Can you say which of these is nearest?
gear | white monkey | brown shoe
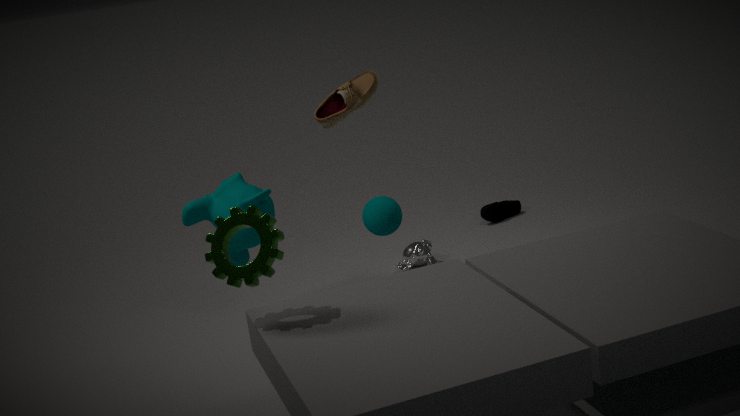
gear
